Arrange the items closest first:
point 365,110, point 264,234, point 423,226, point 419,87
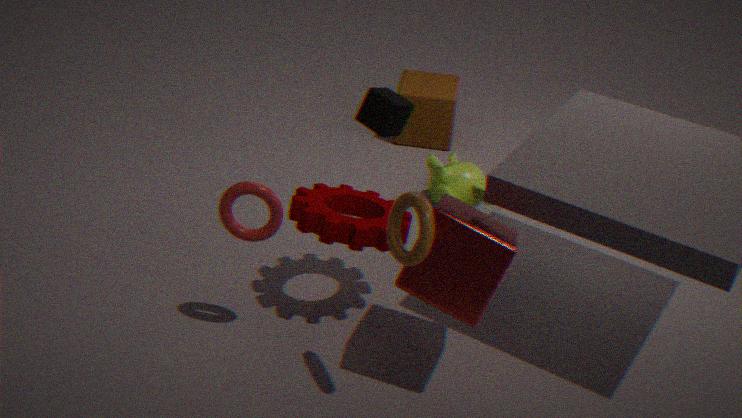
point 423,226, point 264,234, point 365,110, point 419,87
